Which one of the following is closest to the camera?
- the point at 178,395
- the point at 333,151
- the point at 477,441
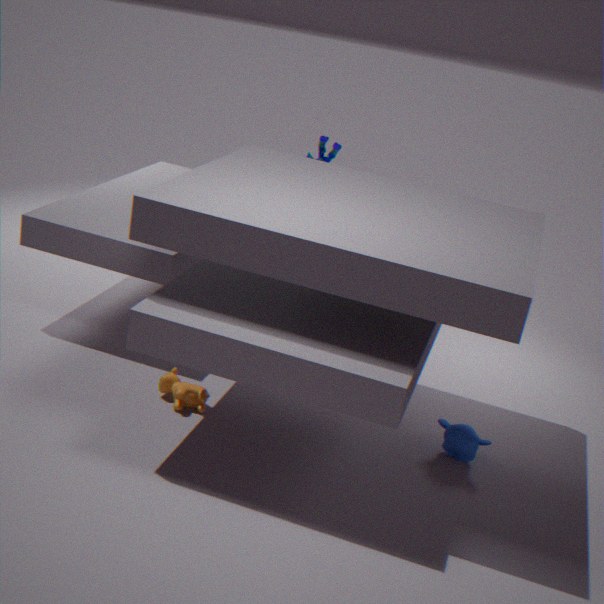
the point at 178,395
